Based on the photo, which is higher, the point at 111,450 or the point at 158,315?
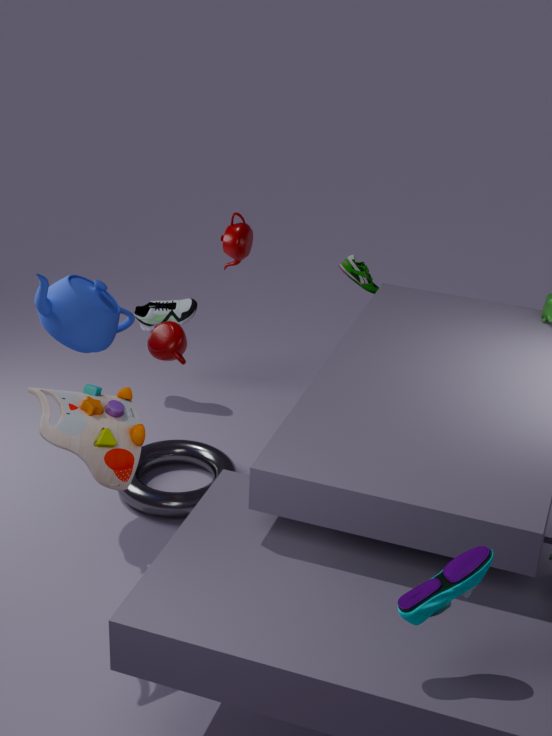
the point at 111,450
